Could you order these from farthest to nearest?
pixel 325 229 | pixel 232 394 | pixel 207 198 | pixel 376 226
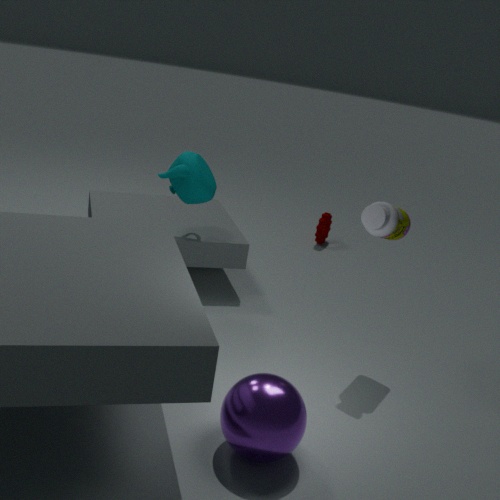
pixel 325 229
pixel 207 198
pixel 376 226
pixel 232 394
